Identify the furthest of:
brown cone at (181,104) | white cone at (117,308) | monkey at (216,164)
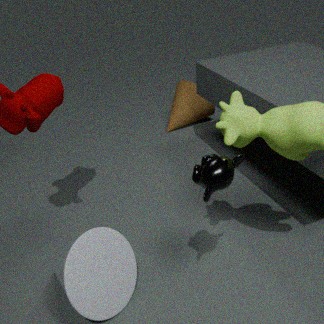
brown cone at (181,104)
